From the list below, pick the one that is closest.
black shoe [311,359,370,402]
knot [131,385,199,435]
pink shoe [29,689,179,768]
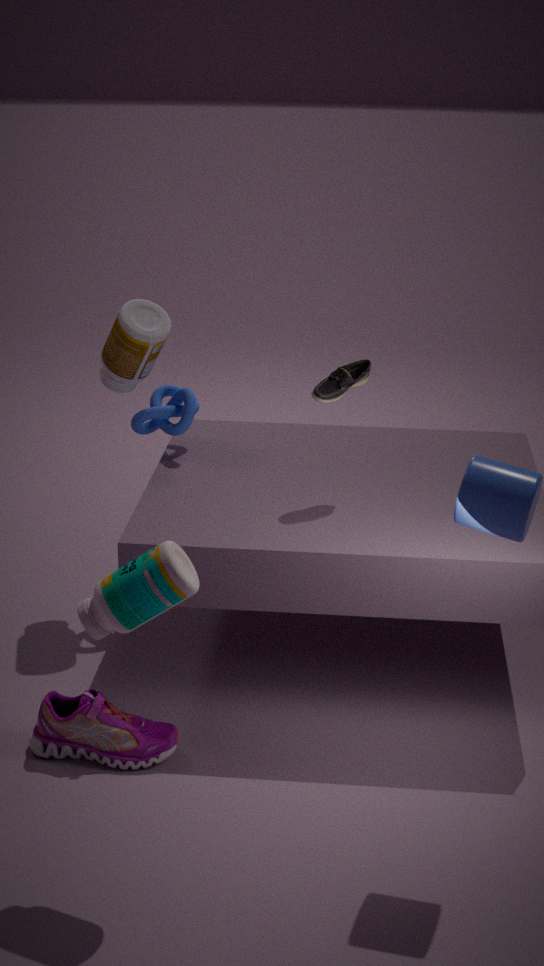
pink shoe [29,689,179,768]
